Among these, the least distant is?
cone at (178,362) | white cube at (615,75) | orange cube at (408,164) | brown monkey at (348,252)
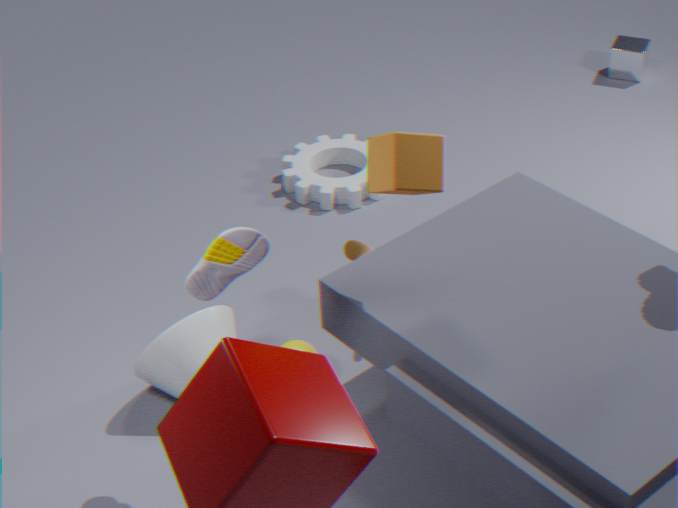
orange cube at (408,164)
